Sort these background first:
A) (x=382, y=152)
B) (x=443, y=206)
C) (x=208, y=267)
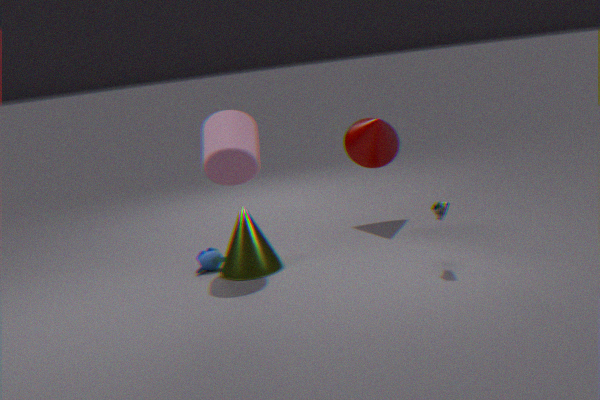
(x=382, y=152), (x=208, y=267), (x=443, y=206)
